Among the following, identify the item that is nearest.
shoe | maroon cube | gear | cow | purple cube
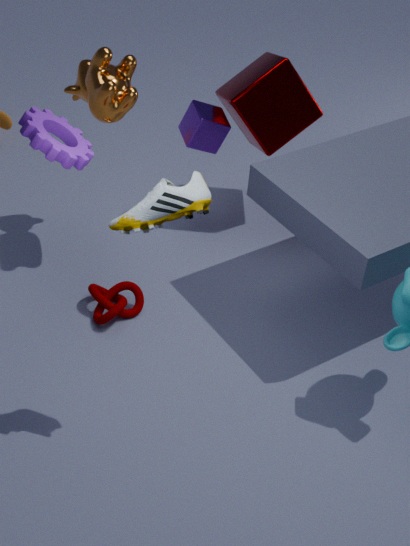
gear
